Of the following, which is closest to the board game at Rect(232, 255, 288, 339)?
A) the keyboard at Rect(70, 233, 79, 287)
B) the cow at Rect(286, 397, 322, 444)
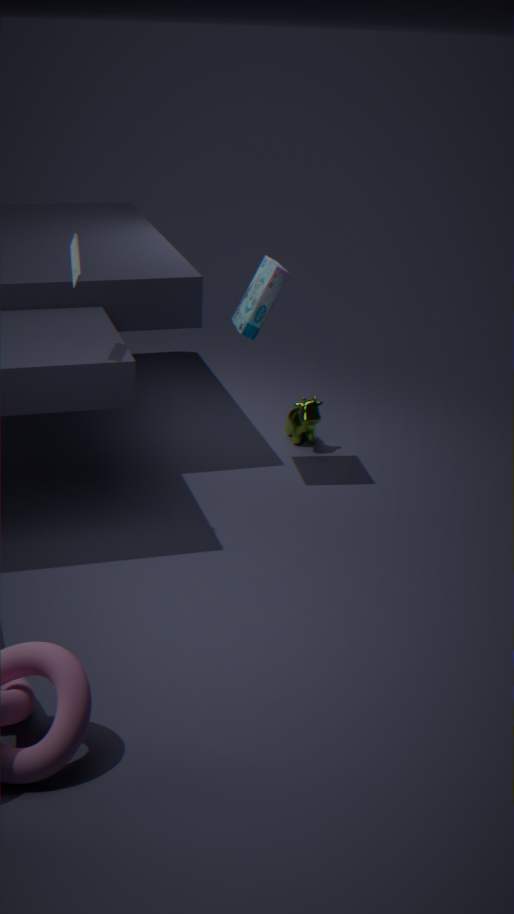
the cow at Rect(286, 397, 322, 444)
